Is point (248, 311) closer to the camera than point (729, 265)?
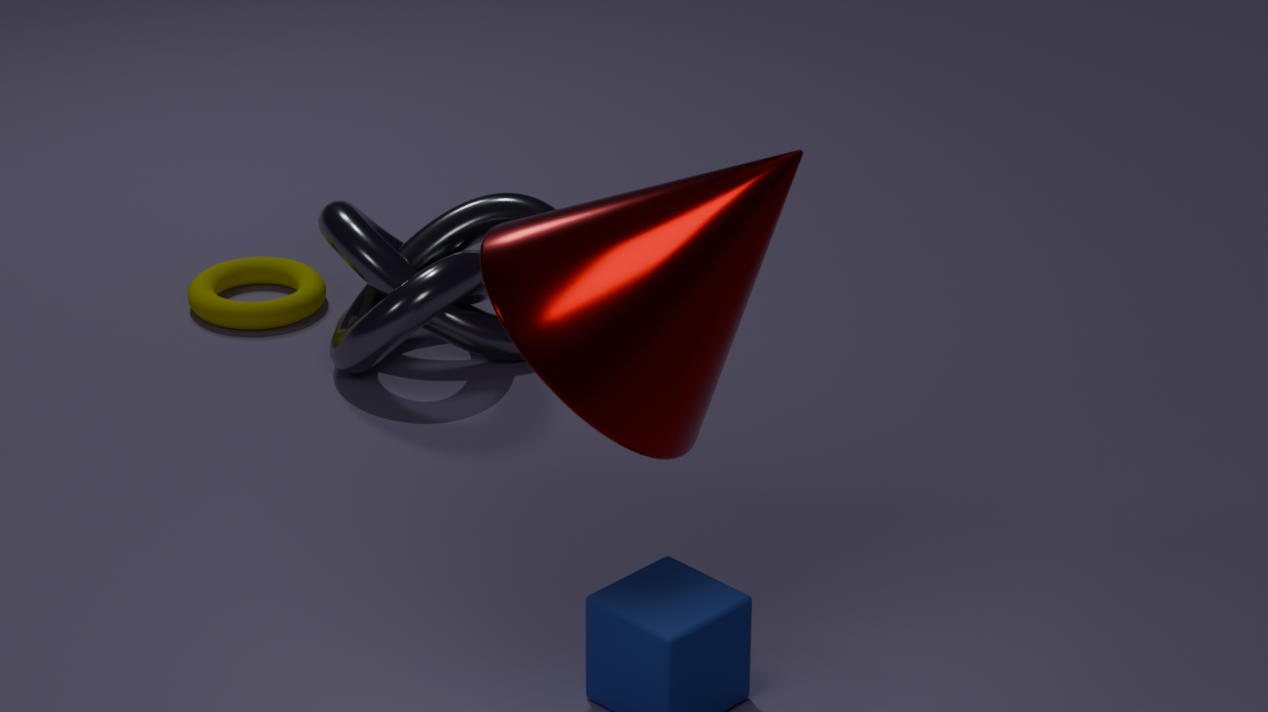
No
